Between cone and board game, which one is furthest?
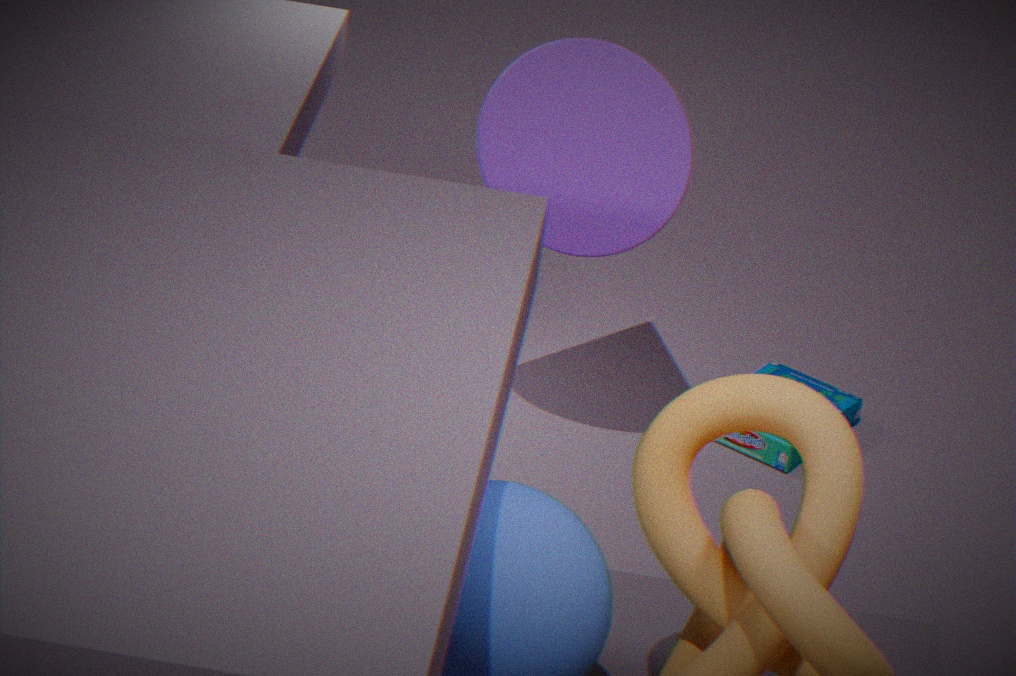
board game
